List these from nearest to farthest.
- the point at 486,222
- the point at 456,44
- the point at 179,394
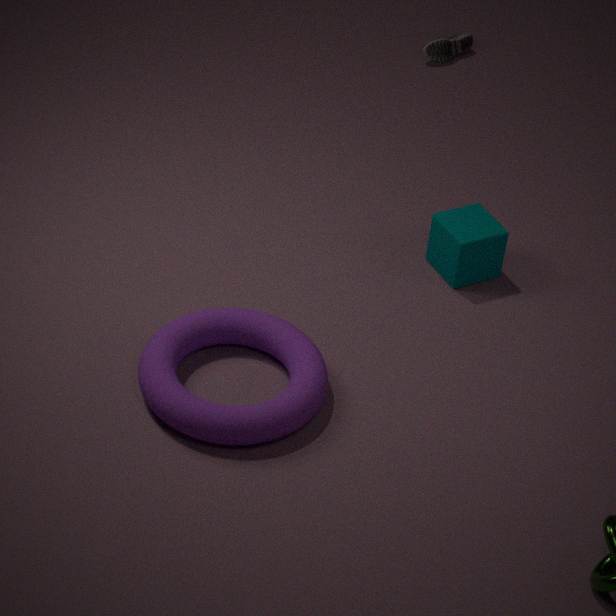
the point at 179,394, the point at 486,222, the point at 456,44
